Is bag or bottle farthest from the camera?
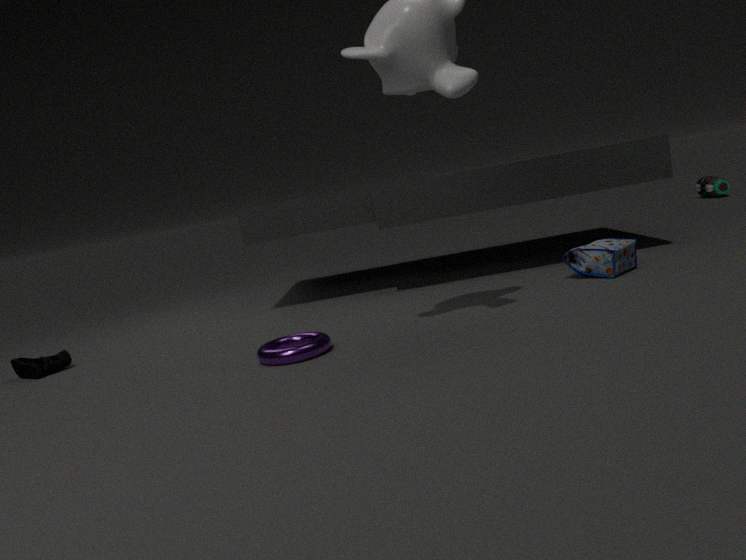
bottle
